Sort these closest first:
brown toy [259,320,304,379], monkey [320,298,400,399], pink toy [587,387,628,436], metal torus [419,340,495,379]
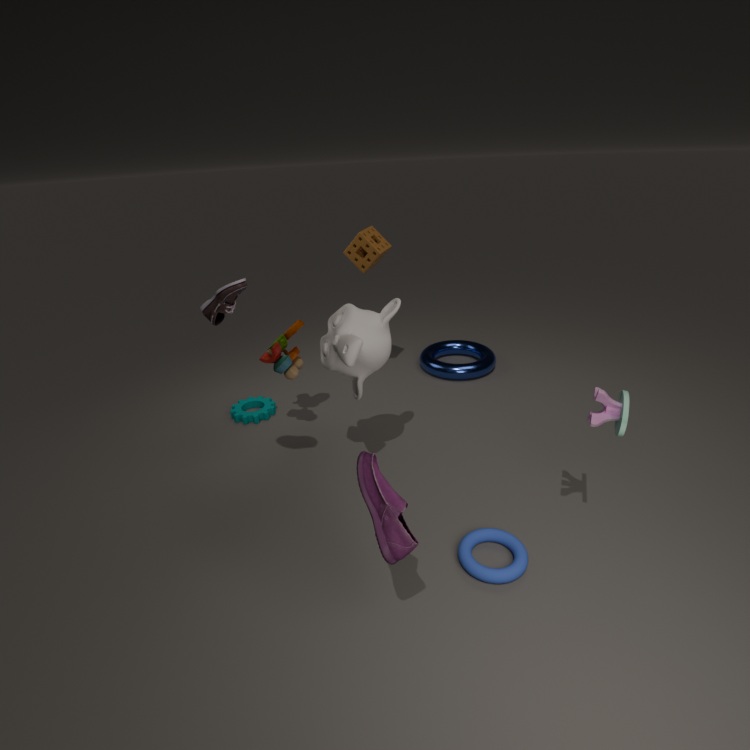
1. pink toy [587,387,628,436]
2. monkey [320,298,400,399]
3. brown toy [259,320,304,379]
4. metal torus [419,340,495,379]
